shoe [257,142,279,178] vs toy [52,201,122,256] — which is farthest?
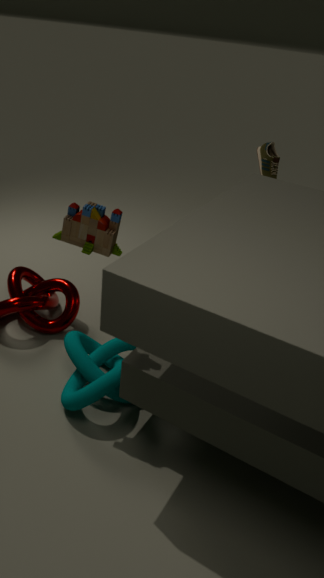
shoe [257,142,279,178]
